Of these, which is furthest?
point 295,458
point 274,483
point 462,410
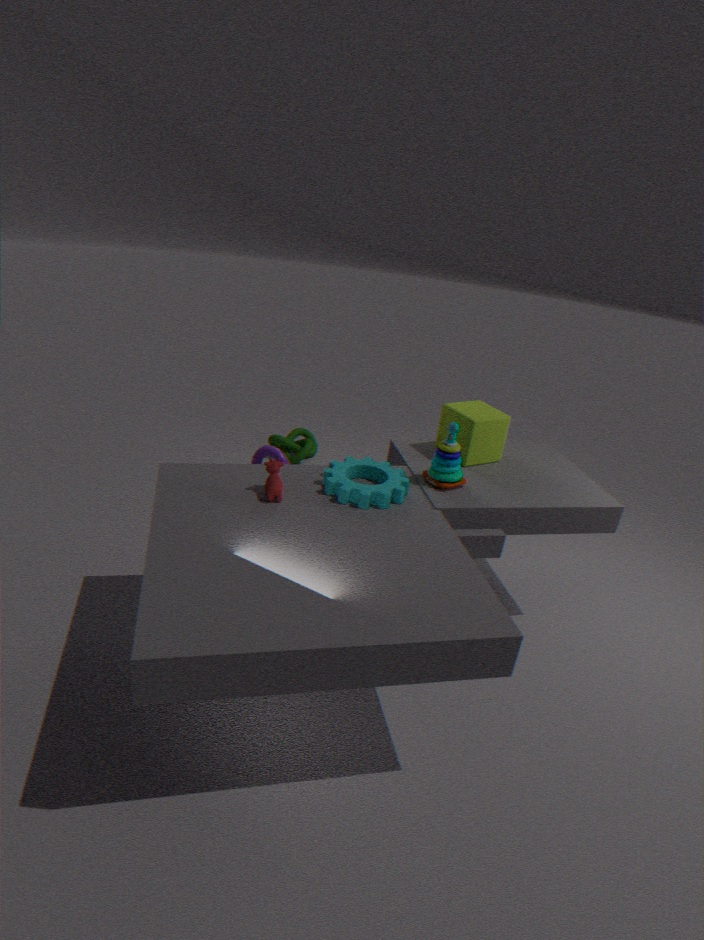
point 295,458
